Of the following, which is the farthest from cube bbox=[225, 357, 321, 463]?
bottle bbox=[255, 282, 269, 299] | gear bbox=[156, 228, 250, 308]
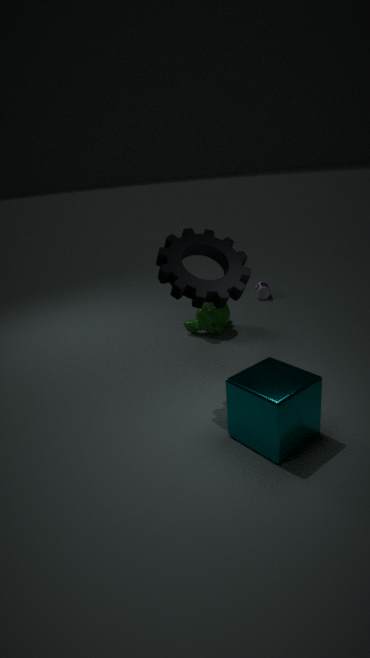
bottle bbox=[255, 282, 269, 299]
